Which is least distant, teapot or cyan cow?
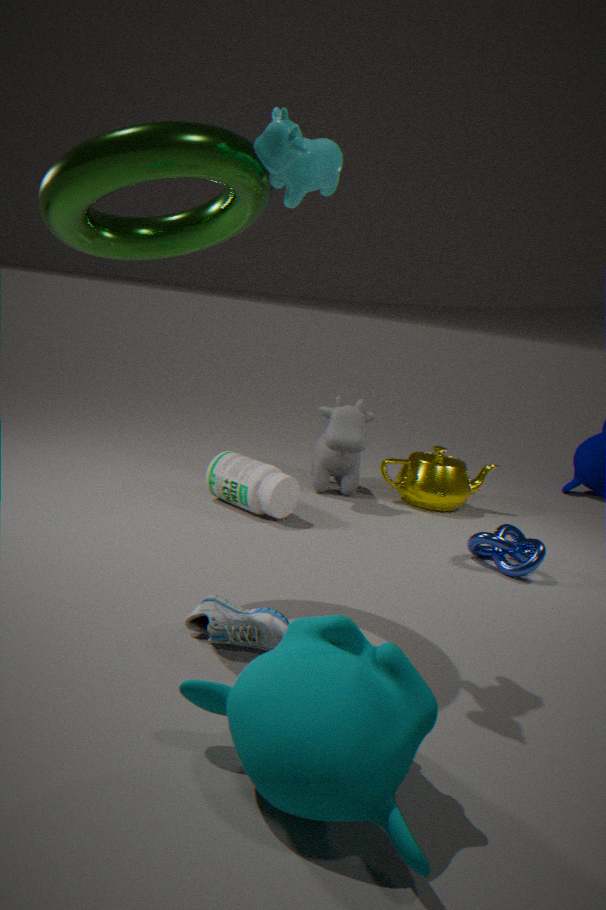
cyan cow
